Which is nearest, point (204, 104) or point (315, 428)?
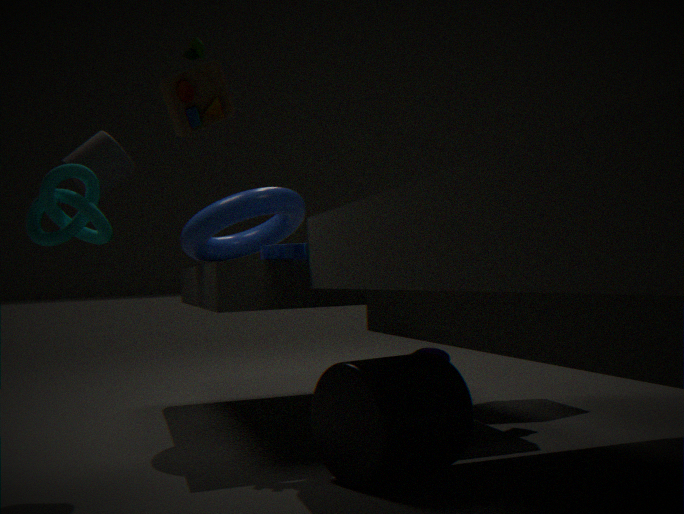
point (204, 104)
